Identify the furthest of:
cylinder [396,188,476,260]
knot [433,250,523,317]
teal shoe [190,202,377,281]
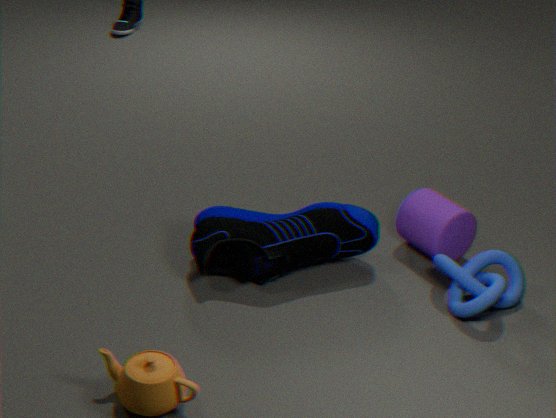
cylinder [396,188,476,260]
